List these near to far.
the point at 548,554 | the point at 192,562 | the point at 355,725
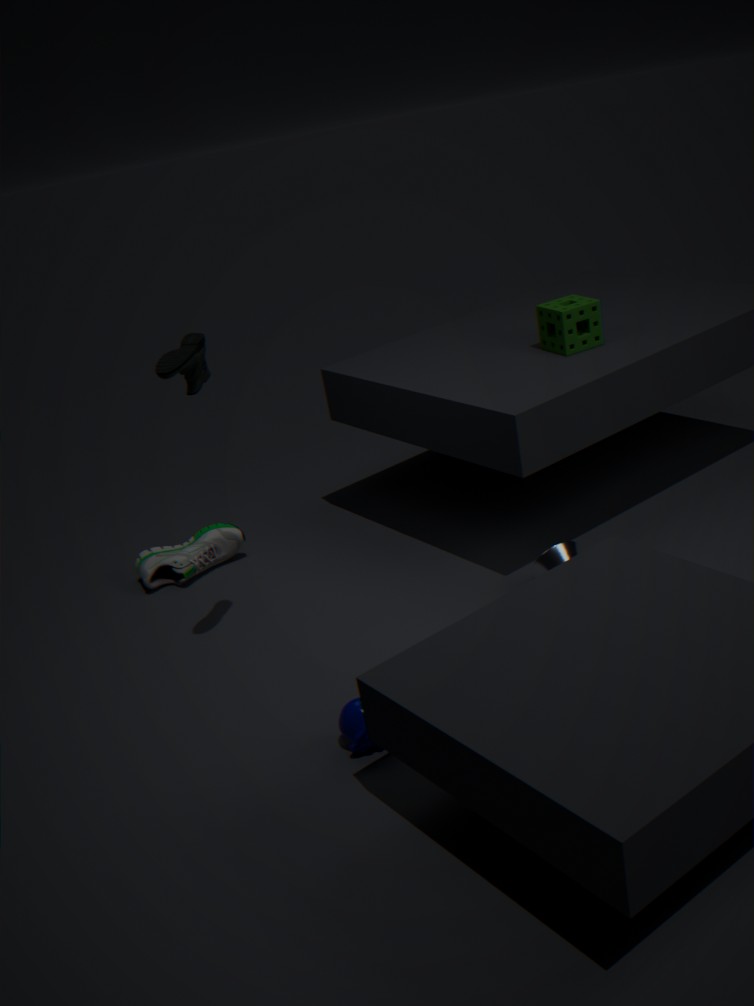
the point at 355,725, the point at 548,554, the point at 192,562
